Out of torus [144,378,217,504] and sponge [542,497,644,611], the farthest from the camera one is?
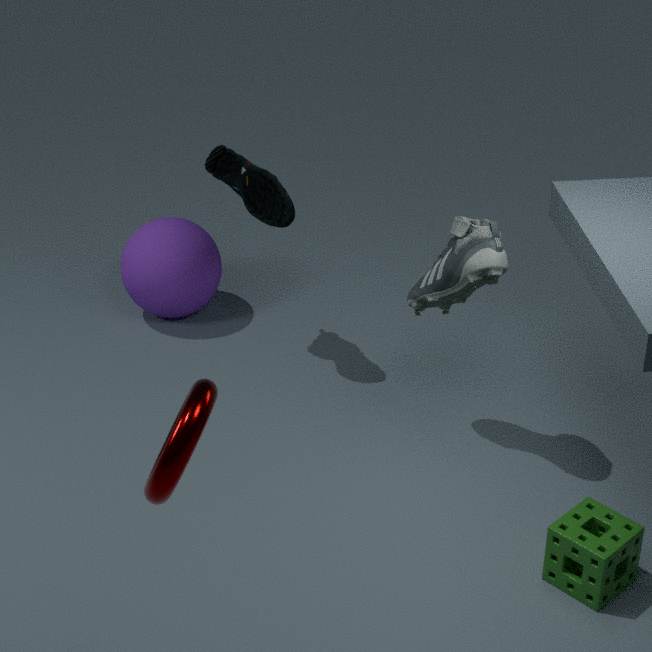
sponge [542,497,644,611]
